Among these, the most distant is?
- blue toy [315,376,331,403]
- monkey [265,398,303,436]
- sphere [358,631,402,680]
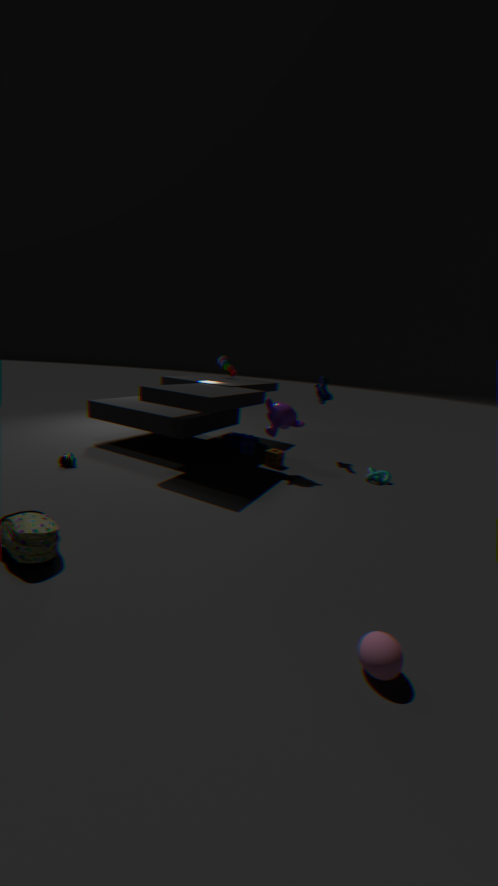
blue toy [315,376,331,403]
